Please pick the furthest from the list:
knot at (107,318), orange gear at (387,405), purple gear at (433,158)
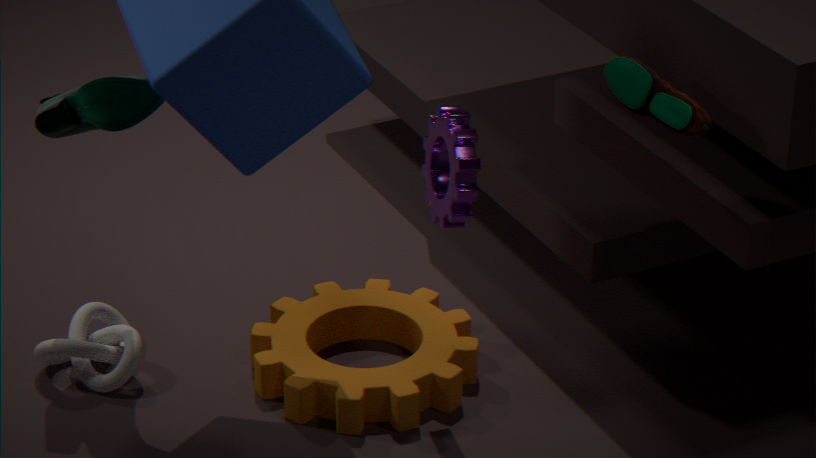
knot at (107,318)
